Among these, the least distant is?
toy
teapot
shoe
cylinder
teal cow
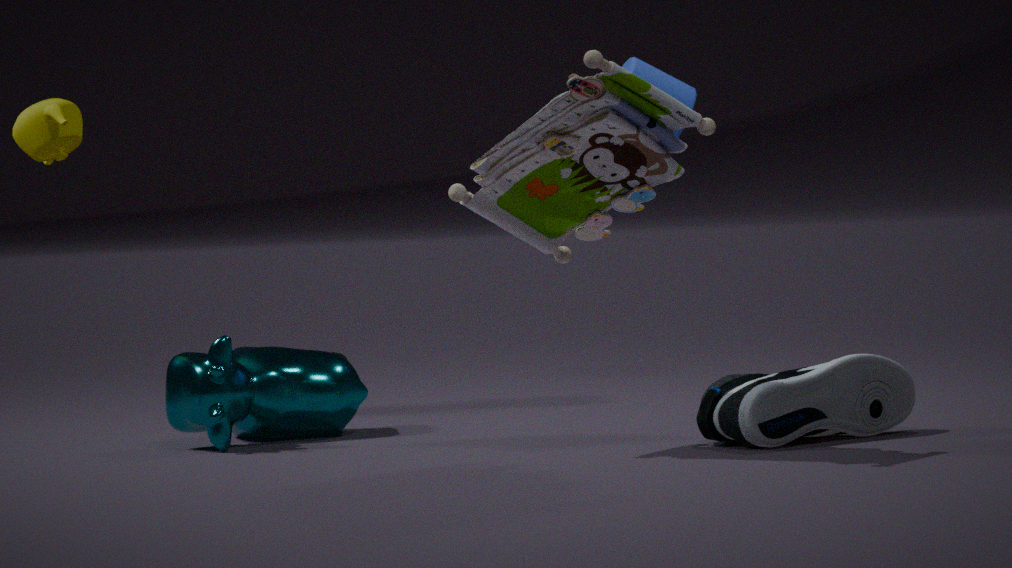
toy
